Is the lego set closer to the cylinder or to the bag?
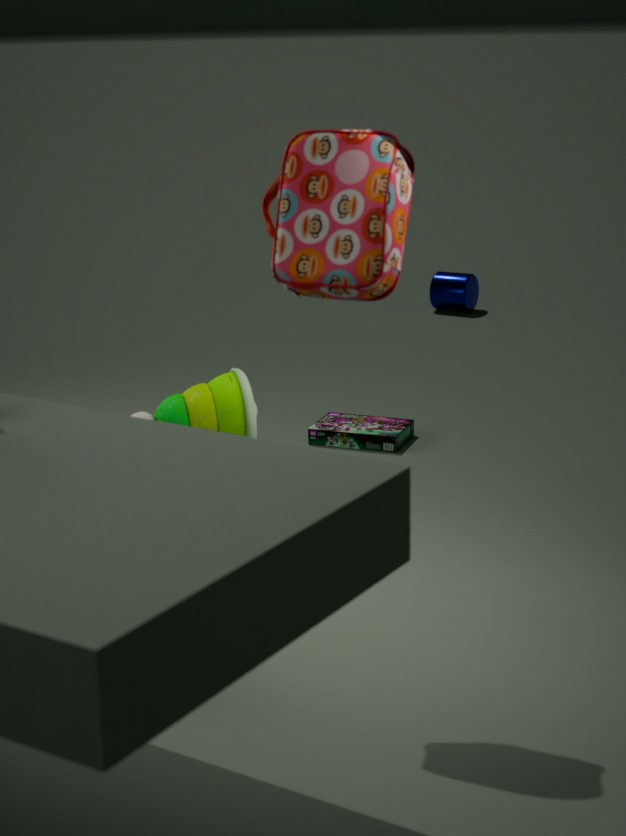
the bag
